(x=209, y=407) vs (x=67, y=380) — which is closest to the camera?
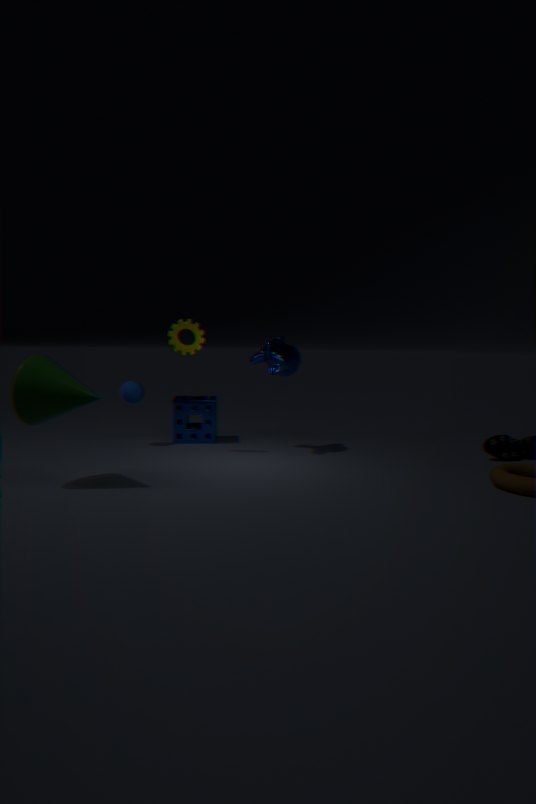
(x=67, y=380)
